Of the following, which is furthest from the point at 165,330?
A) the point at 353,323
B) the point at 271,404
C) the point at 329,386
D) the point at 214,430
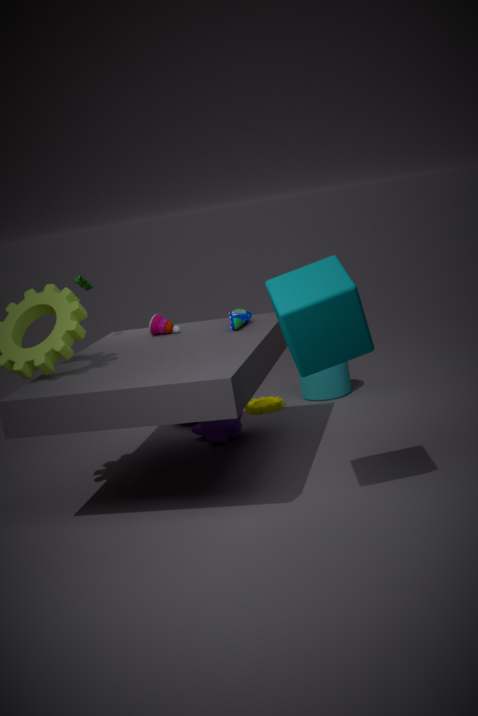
the point at 353,323
